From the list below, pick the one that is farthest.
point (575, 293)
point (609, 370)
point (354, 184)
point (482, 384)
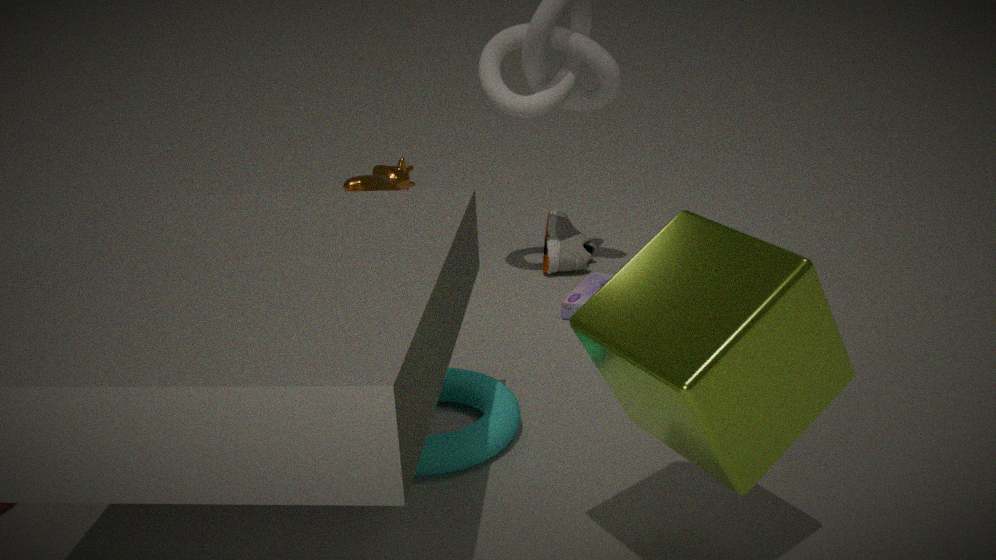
point (354, 184)
